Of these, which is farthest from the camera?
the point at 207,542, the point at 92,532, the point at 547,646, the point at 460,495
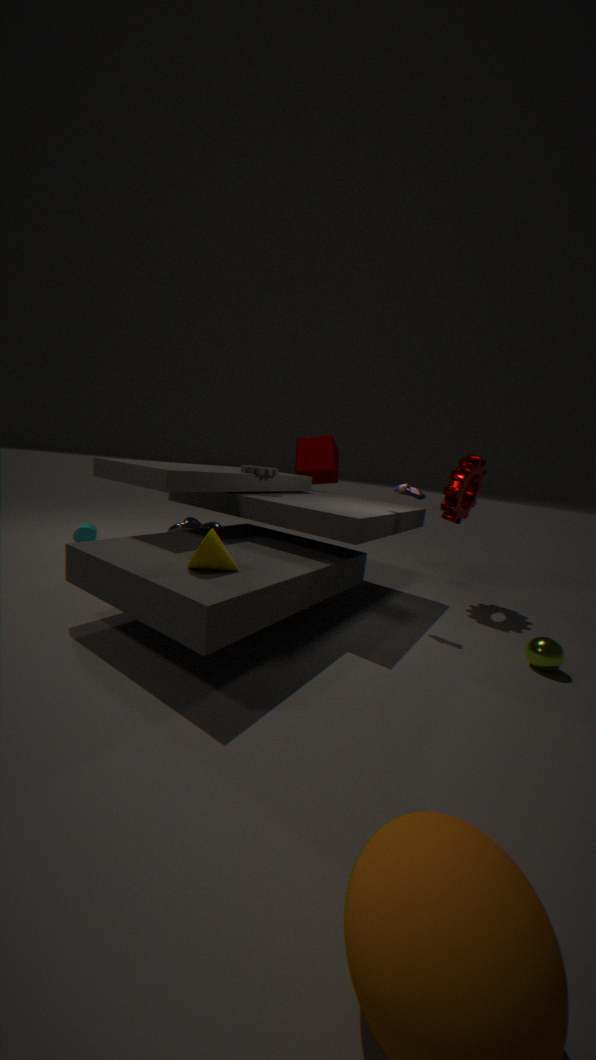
the point at 92,532
